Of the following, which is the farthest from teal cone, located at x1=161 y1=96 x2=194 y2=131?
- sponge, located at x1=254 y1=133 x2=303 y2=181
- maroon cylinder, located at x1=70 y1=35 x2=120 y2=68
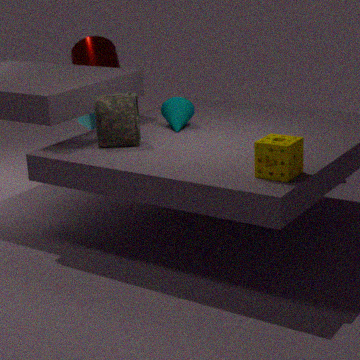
sponge, located at x1=254 y1=133 x2=303 y2=181
